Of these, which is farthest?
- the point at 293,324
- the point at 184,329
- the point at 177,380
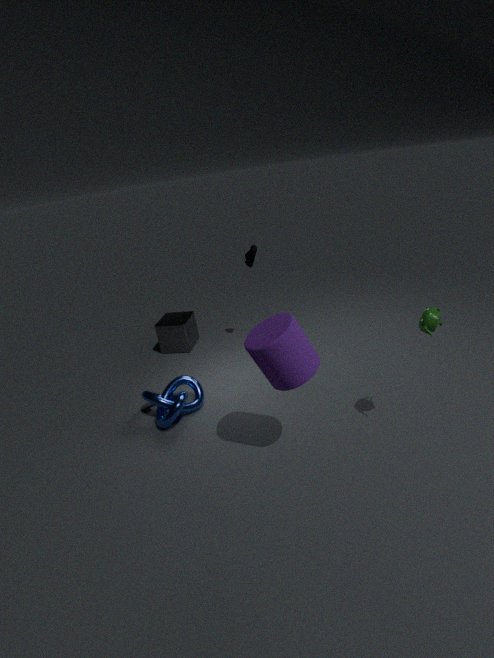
the point at 184,329
